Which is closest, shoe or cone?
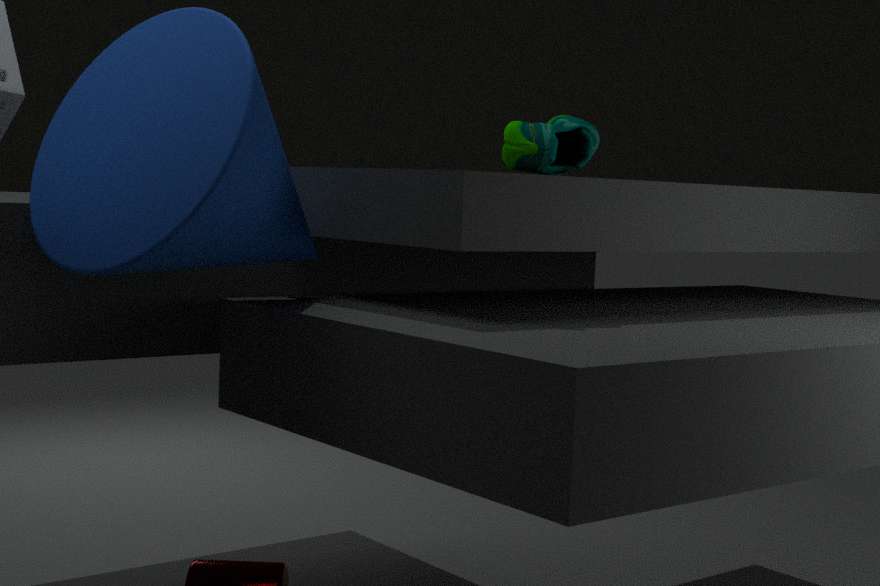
cone
